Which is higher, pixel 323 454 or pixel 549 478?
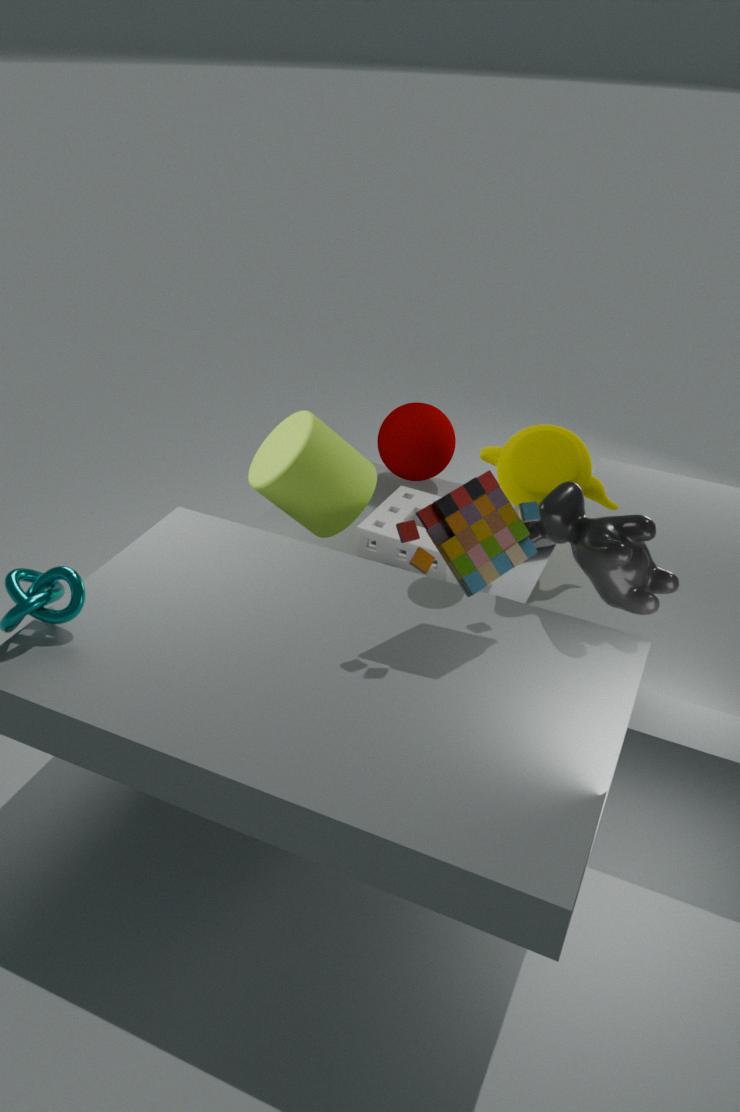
pixel 549 478
